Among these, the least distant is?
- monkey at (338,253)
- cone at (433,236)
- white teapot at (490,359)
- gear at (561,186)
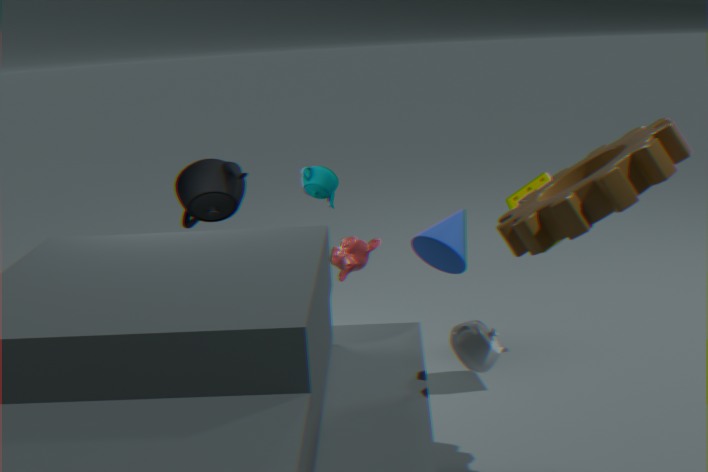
gear at (561,186)
